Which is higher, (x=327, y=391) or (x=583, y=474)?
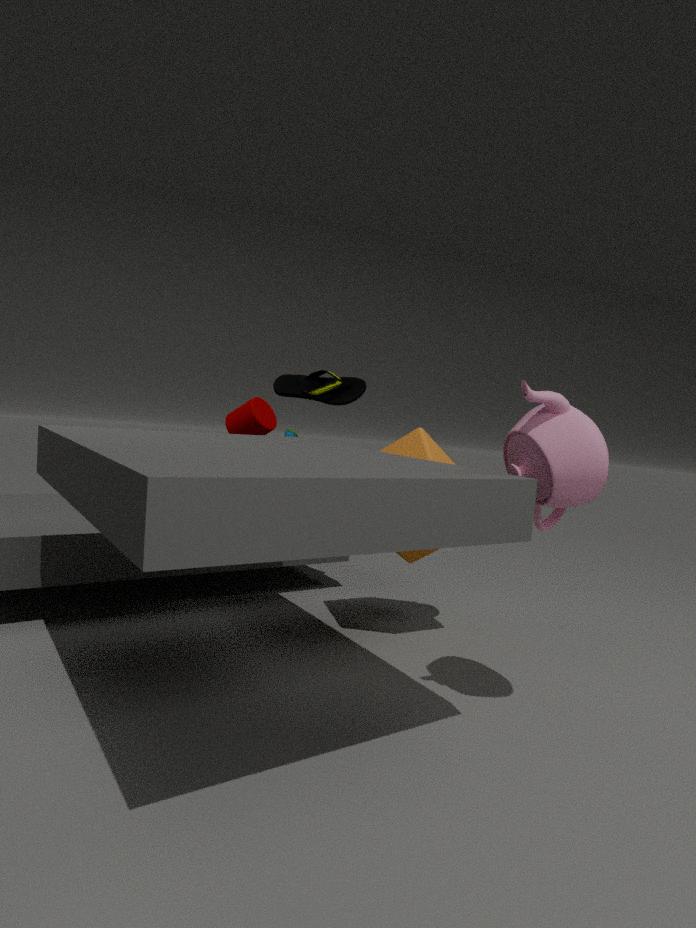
(x=327, y=391)
